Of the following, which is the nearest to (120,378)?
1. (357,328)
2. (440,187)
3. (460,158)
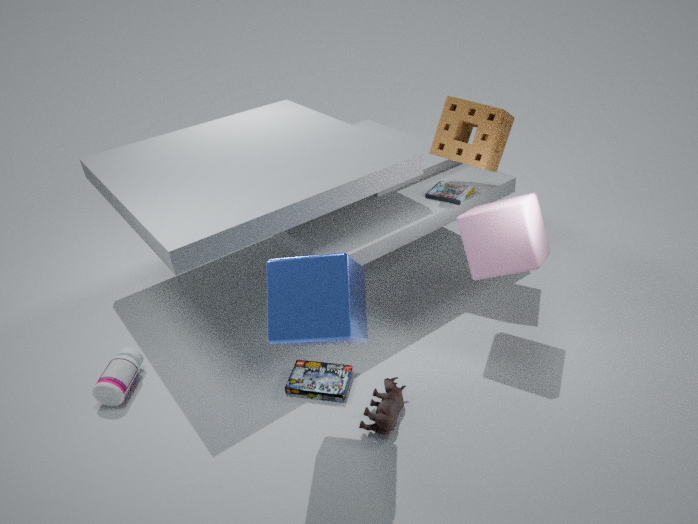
(357,328)
